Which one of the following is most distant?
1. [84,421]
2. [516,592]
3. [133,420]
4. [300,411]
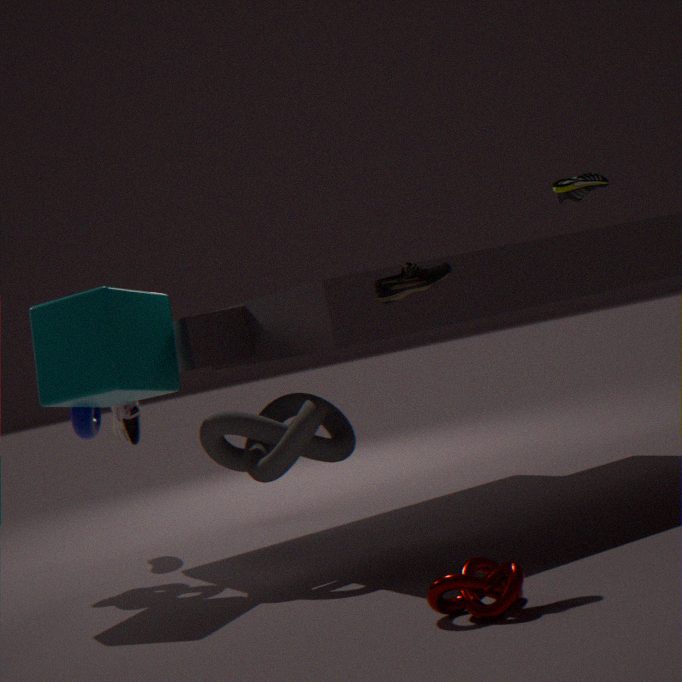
[133,420]
